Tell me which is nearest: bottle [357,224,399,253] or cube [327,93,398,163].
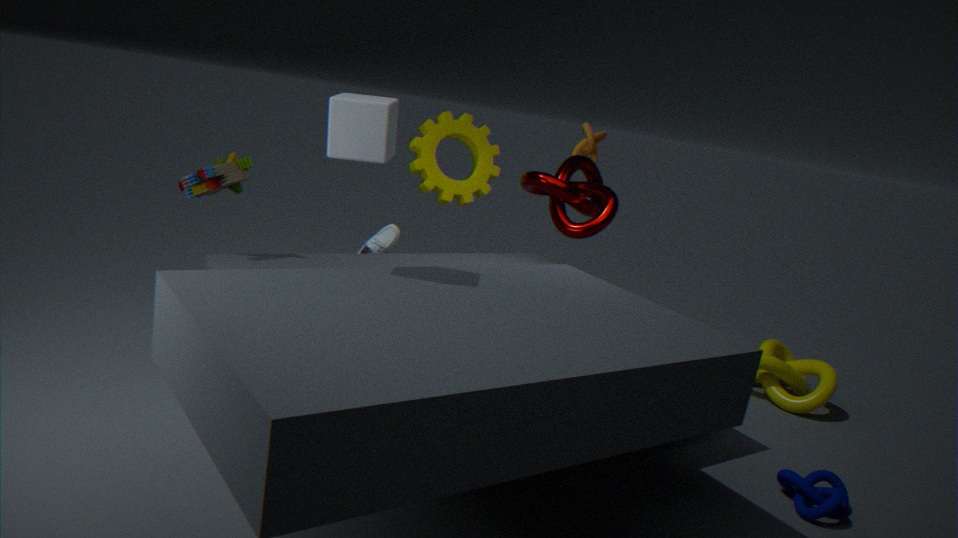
cube [327,93,398,163]
